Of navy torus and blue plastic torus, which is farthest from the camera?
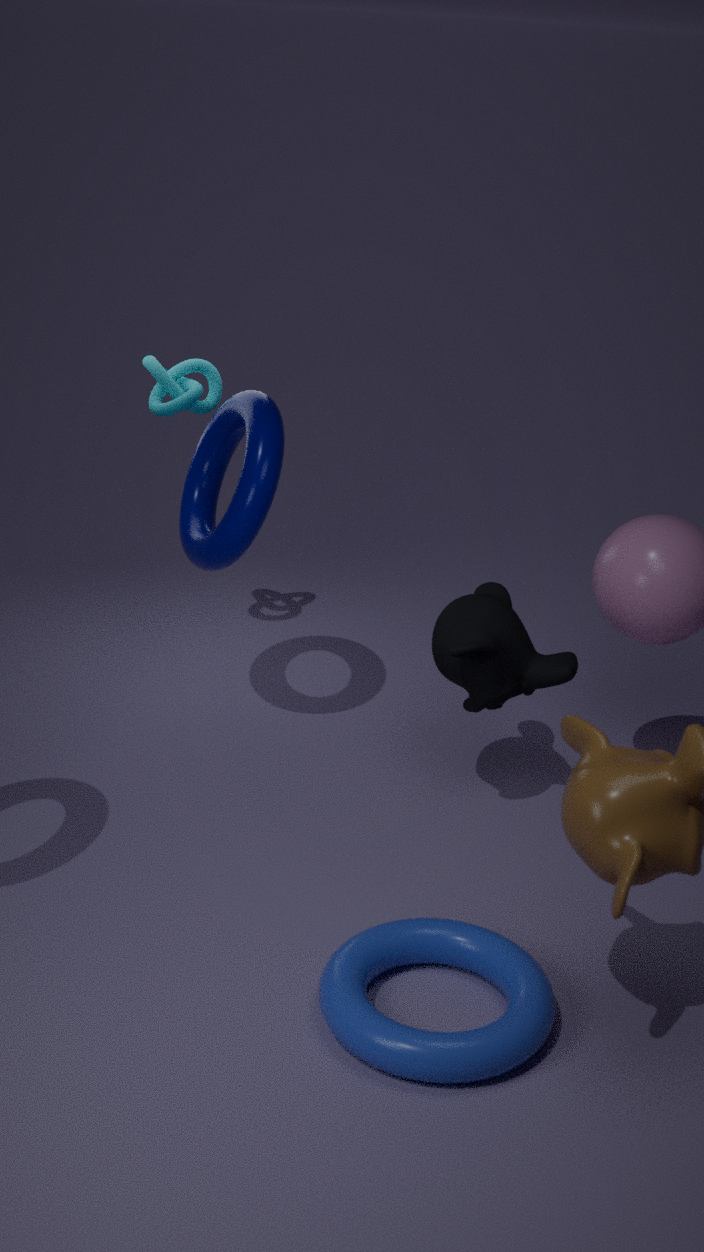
navy torus
